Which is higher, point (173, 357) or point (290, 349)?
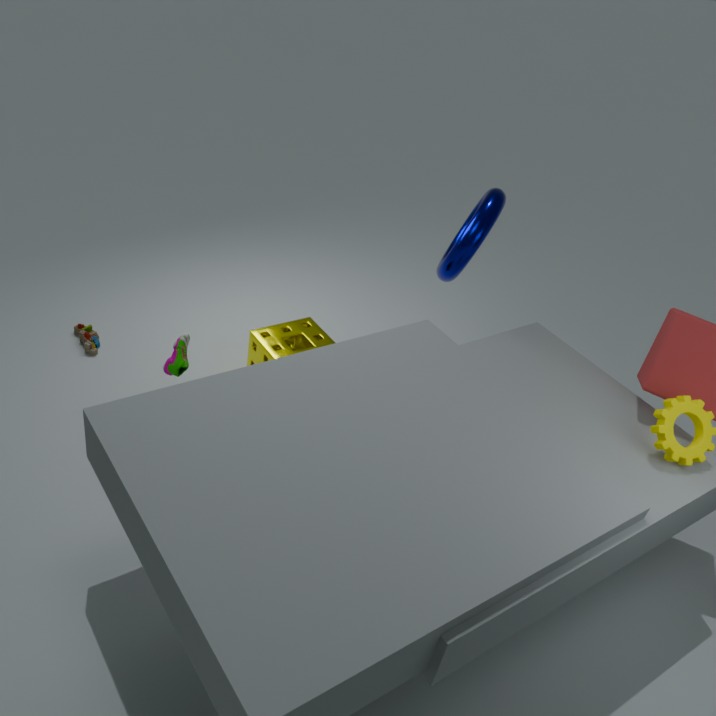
point (173, 357)
